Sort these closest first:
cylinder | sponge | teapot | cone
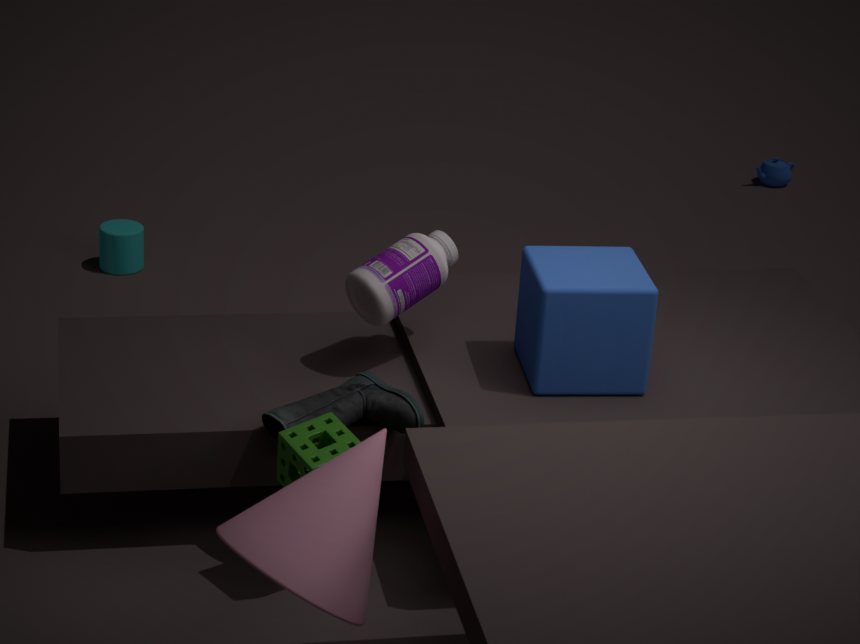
cone, sponge, cylinder, teapot
